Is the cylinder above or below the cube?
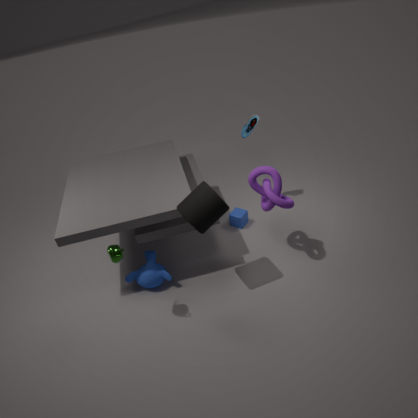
above
